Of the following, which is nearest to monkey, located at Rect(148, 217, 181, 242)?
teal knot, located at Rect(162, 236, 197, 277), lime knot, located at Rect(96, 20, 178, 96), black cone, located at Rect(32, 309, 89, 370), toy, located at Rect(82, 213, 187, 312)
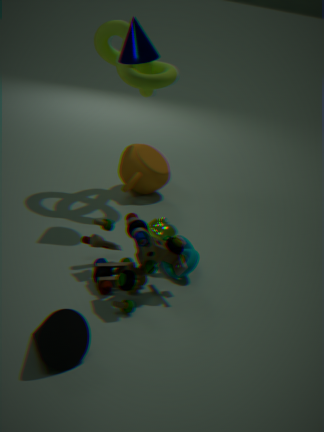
teal knot, located at Rect(162, 236, 197, 277)
